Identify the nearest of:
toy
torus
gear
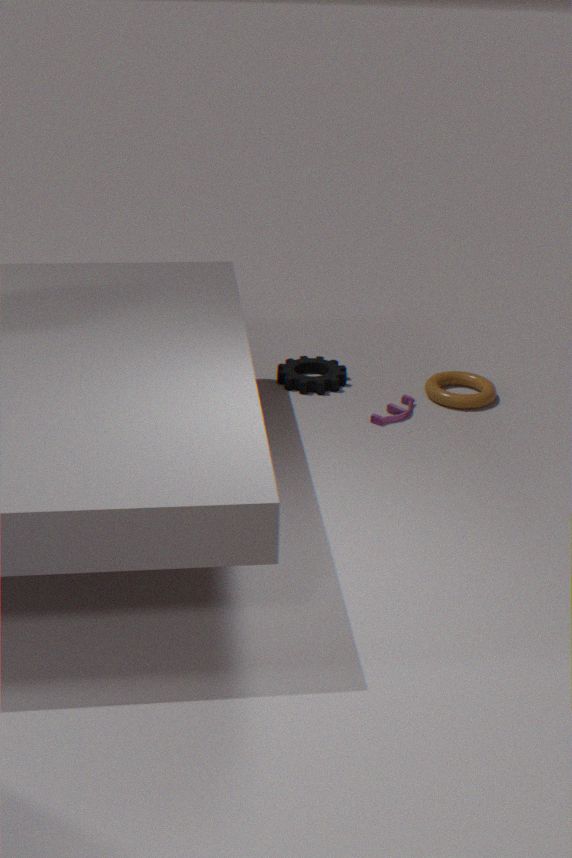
toy
